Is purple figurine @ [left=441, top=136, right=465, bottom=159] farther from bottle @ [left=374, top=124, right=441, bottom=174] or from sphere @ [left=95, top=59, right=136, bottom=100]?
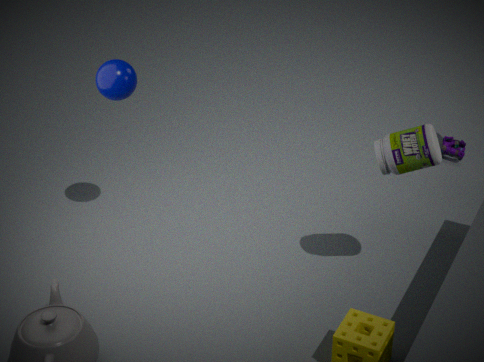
sphere @ [left=95, top=59, right=136, bottom=100]
